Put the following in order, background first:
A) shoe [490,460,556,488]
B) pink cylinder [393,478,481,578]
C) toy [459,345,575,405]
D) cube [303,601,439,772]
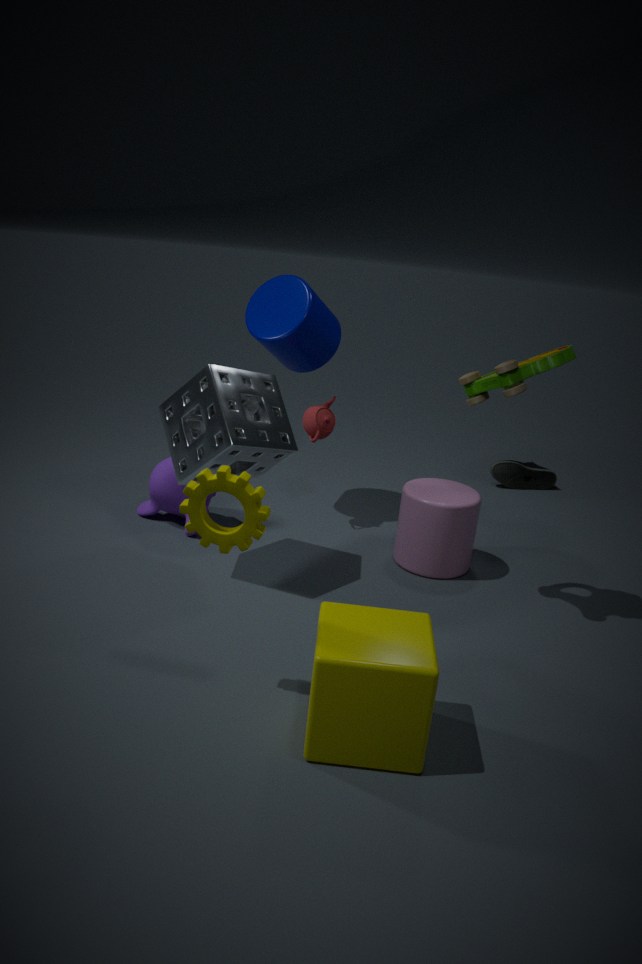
shoe [490,460,556,488], pink cylinder [393,478,481,578], toy [459,345,575,405], cube [303,601,439,772]
